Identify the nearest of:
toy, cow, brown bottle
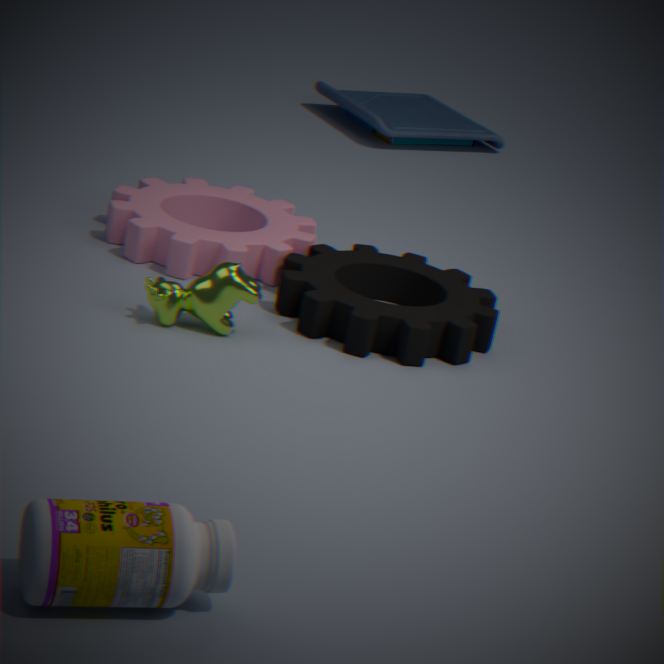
brown bottle
